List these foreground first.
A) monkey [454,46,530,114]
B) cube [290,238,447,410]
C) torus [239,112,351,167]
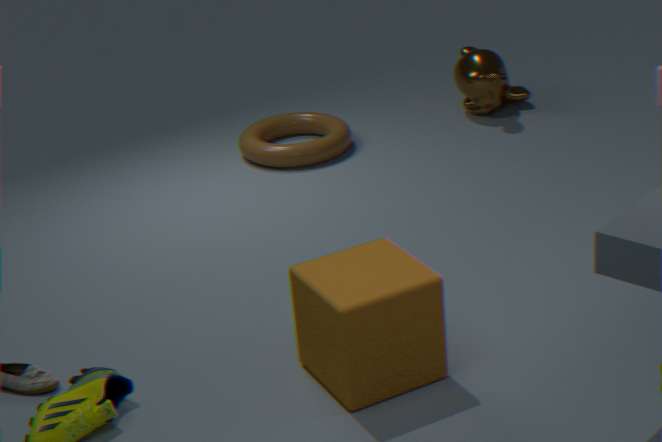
cube [290,238,447,410], torus [239,112,351,167], monkey [454,46,530,114]
